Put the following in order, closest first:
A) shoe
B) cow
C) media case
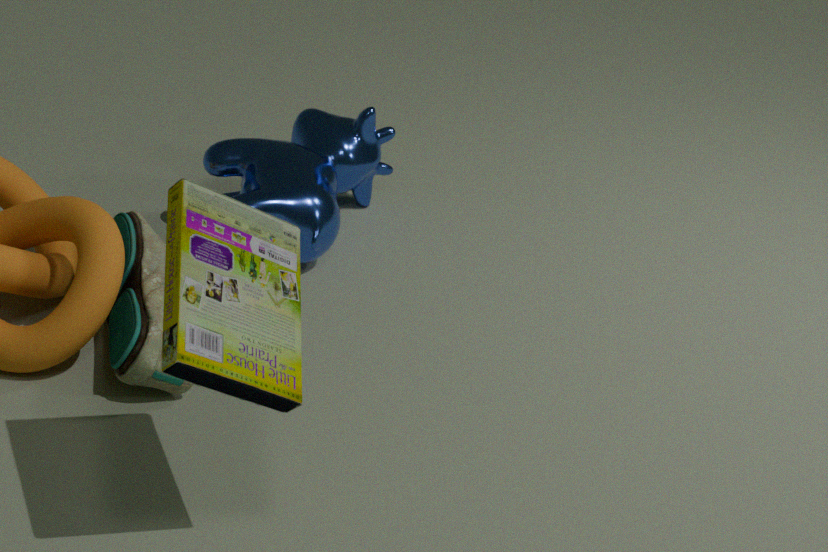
1. media case
2. shoe
3. cow
